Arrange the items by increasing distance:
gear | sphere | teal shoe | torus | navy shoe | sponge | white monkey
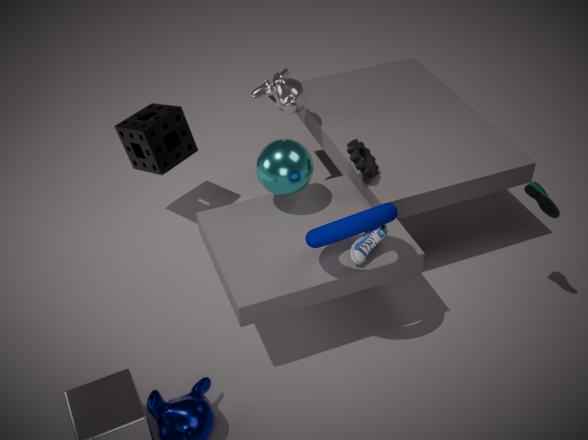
torus, navy shoe, teal shoe, sphere, gear, white monkey, sponge
